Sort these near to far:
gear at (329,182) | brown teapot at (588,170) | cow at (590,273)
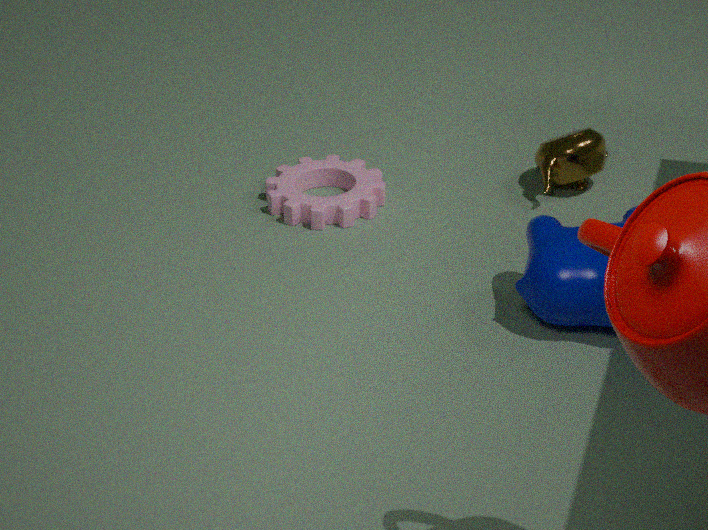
cow at (590,273) < gear at (329,182) < brown teapot at (588,170)
